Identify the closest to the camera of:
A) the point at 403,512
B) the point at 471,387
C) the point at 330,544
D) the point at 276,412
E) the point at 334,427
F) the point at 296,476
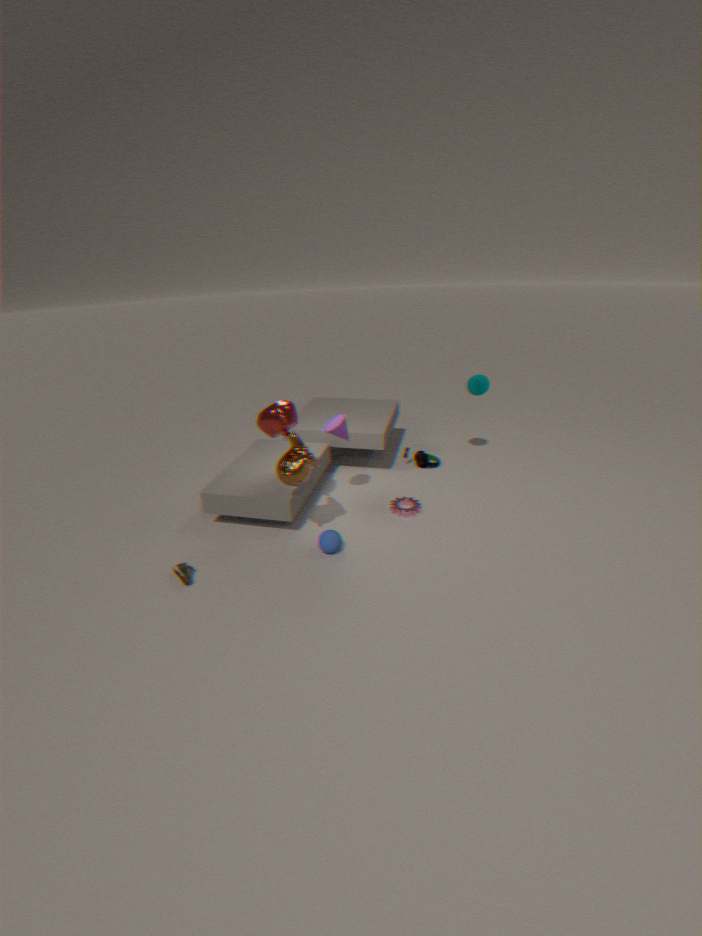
the point at 296,476
